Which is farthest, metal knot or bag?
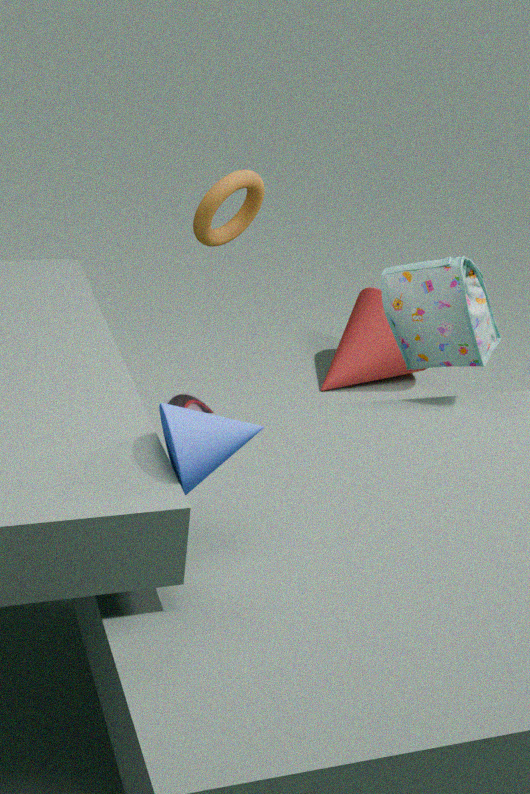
metal knot
